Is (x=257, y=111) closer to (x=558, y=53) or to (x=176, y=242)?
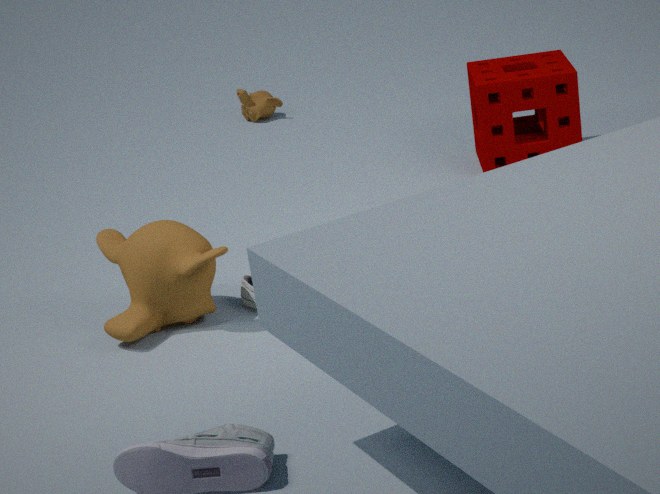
(x=558, y=53)
